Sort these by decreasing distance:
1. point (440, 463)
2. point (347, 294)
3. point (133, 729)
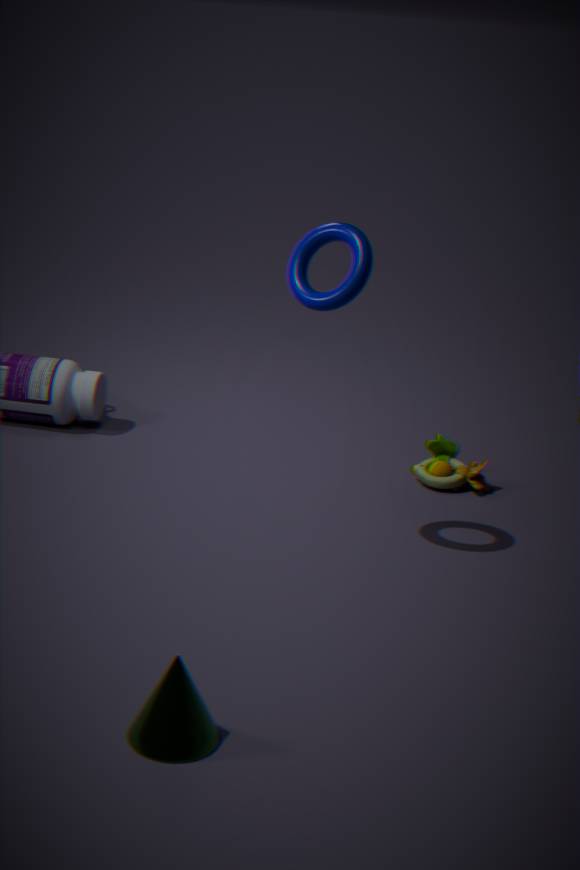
point (440, 463) → point (347, 294) → point (133, 729)
